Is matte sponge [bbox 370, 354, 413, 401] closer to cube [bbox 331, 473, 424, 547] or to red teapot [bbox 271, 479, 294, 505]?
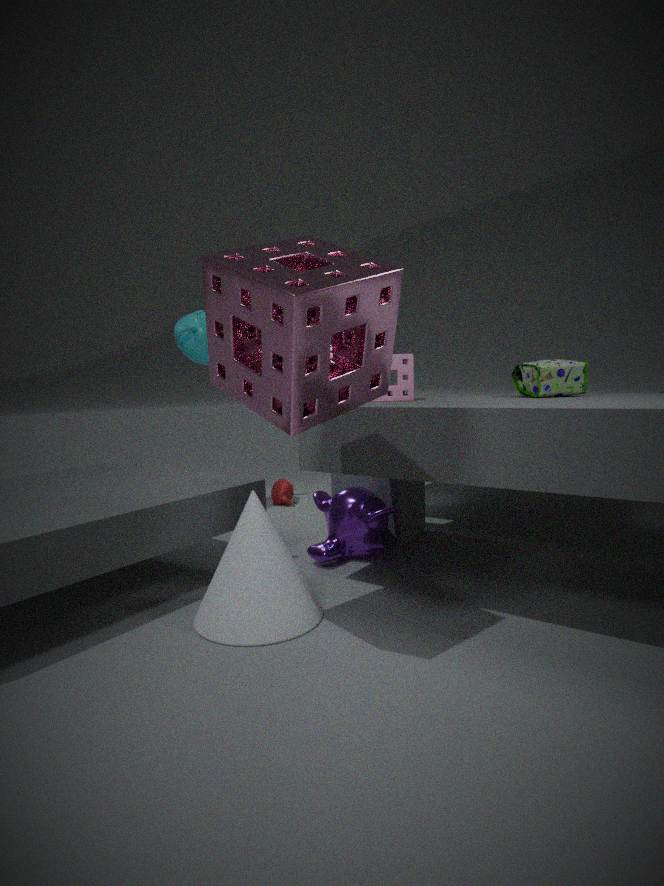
cube [bbox 331, 473, 424, 547]
